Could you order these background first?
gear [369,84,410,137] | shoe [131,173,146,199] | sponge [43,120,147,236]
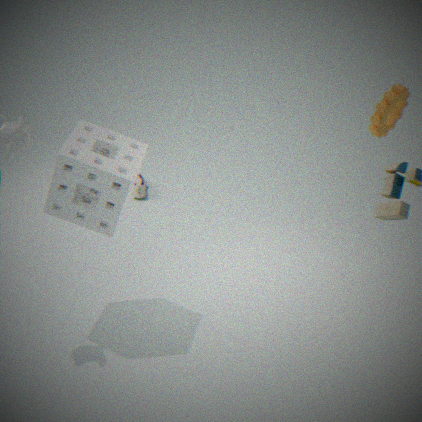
1. shoe [131,173,146,199]
2. gear [369,84,410,137]
3. sponge [43,120,147,236]
